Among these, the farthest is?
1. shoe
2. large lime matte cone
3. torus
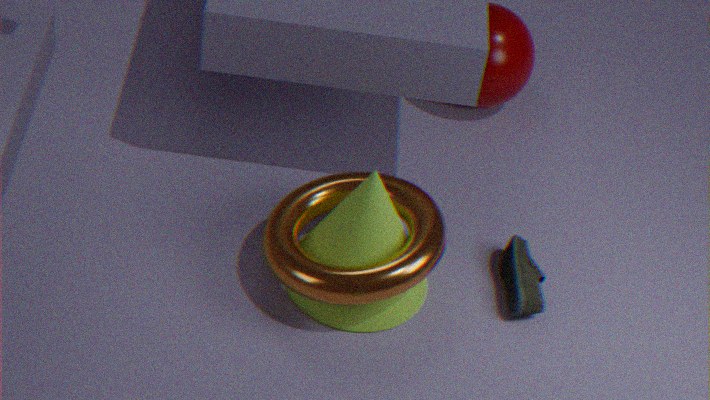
shoe
